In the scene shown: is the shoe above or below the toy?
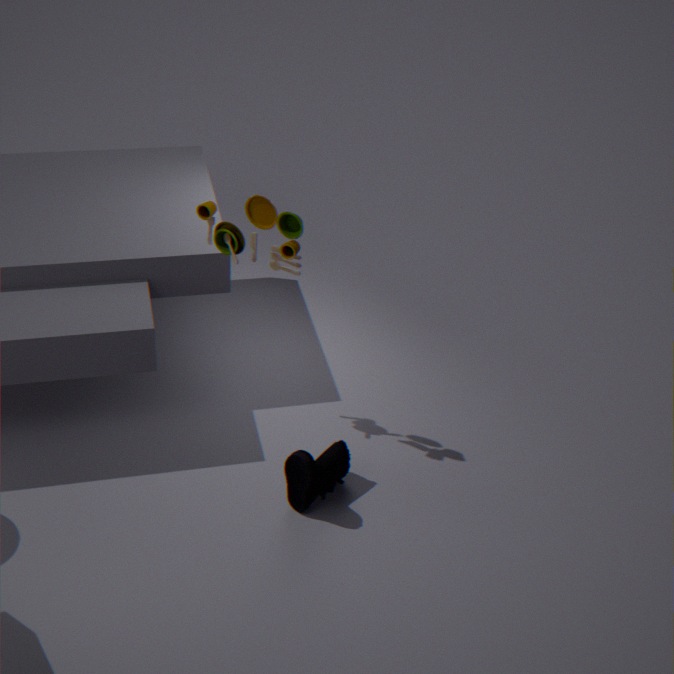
below
